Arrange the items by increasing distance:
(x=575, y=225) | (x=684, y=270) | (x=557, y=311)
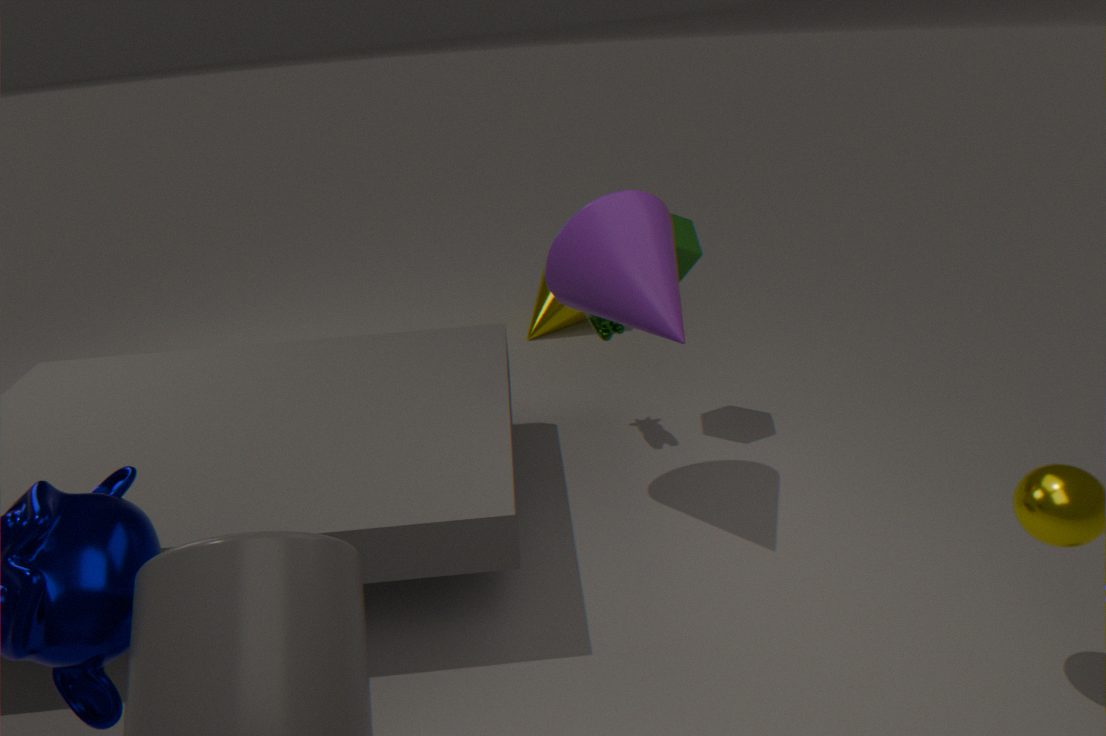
(x=575, y=225) < (x=684, y=270) < (x=557, y=311)
